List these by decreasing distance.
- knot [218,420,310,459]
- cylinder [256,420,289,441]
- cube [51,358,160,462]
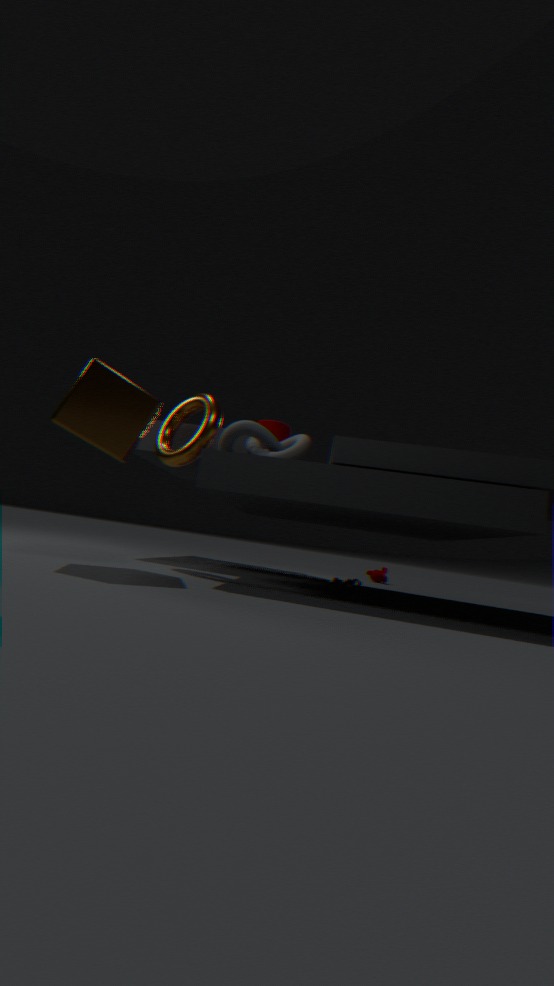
cylinder [256,420,289,441]
knot [218,420,310,459]
cube [51,358,160,462]
